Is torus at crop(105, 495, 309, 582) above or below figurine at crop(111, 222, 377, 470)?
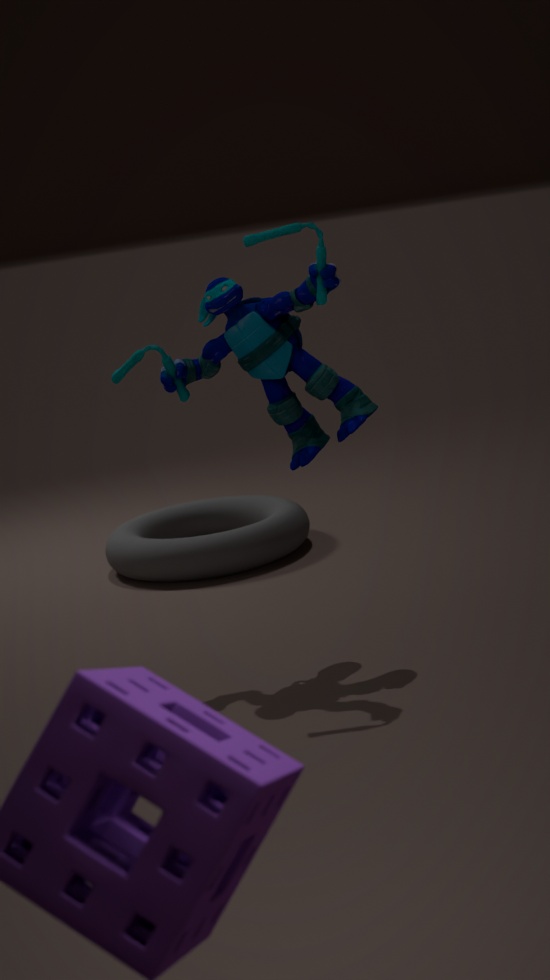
below
